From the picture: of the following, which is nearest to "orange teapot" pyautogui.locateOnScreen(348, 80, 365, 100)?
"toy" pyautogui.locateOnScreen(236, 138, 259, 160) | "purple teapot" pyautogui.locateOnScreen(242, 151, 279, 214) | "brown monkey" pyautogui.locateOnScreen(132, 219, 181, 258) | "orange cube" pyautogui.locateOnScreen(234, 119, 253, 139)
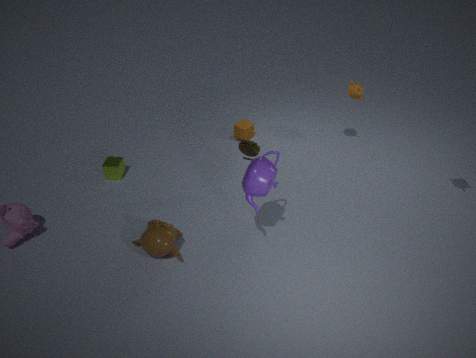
"orange cube" pyautogui.locateOnScreen(234, 119, 253, 139)
